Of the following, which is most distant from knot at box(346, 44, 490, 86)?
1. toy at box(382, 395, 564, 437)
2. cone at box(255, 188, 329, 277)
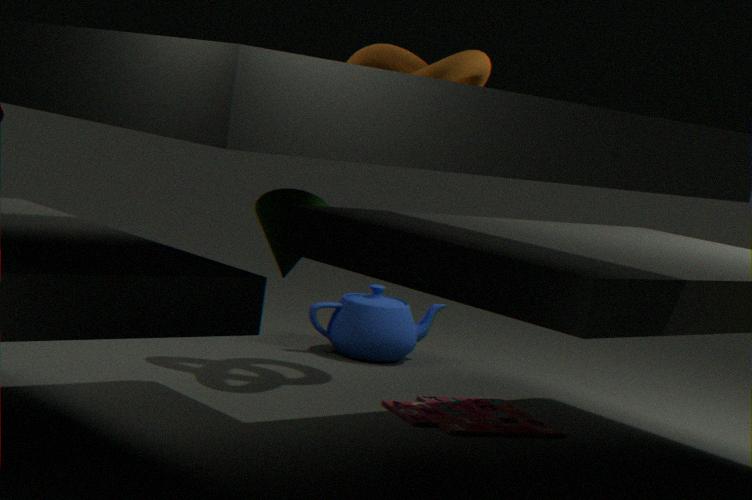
toy at box(382, 395, 564, 437)
